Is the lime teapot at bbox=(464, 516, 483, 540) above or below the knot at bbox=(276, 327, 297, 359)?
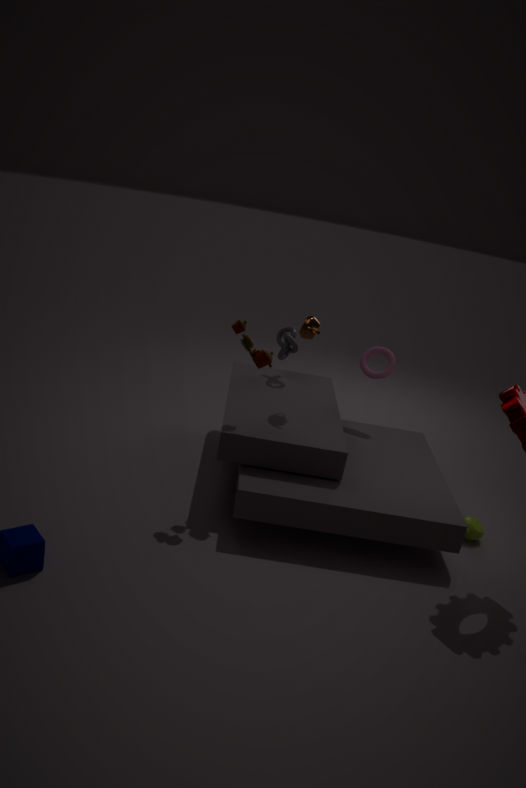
below
